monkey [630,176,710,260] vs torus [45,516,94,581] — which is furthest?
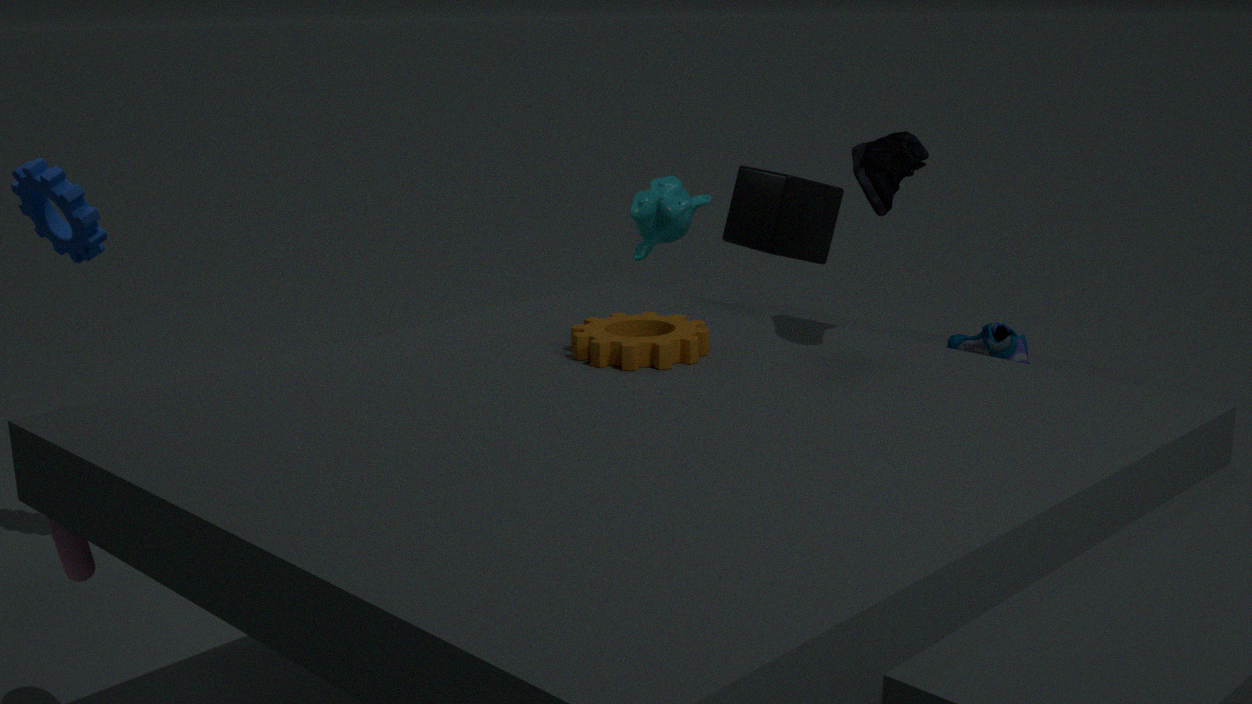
monkey [630,176,710,260]
